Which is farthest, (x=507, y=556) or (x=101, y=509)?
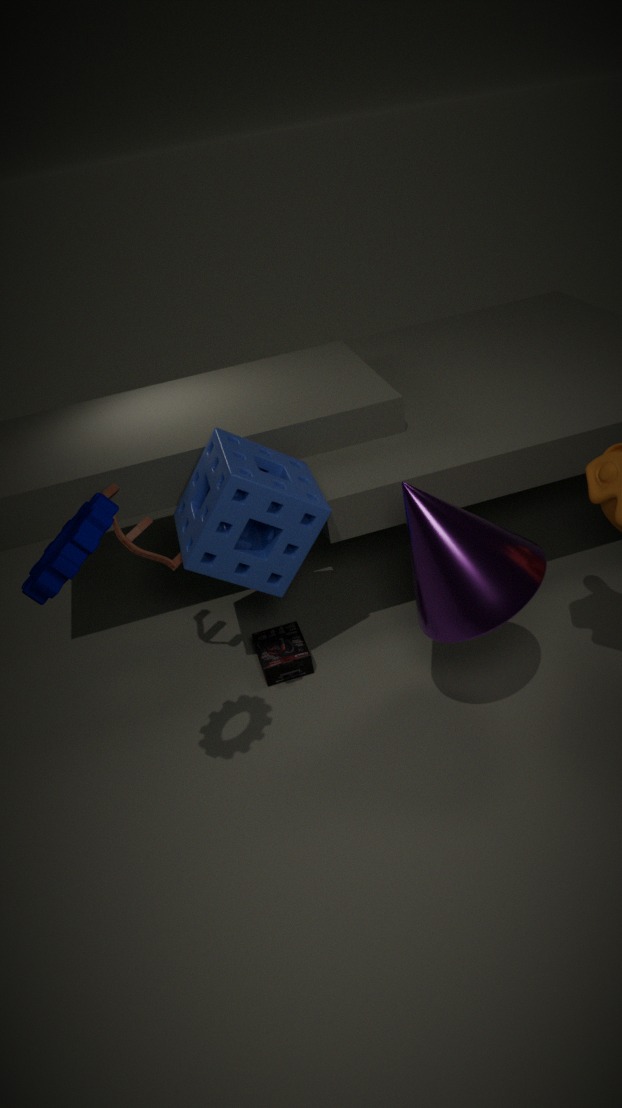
(x=507, y=556)
